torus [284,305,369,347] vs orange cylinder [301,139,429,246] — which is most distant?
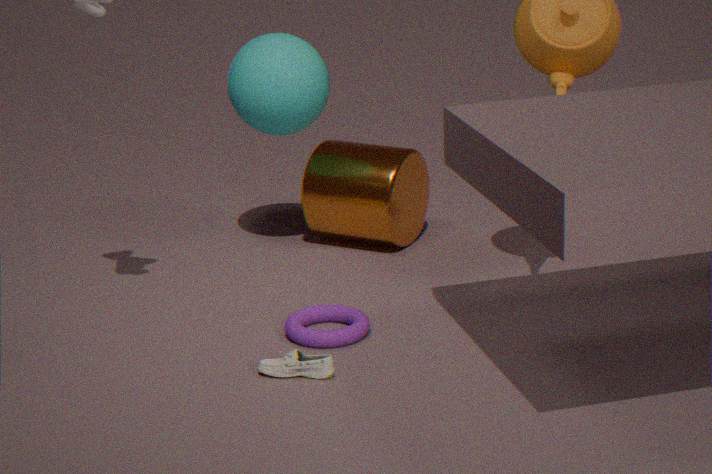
orange cylinder [301,139,429,246]
